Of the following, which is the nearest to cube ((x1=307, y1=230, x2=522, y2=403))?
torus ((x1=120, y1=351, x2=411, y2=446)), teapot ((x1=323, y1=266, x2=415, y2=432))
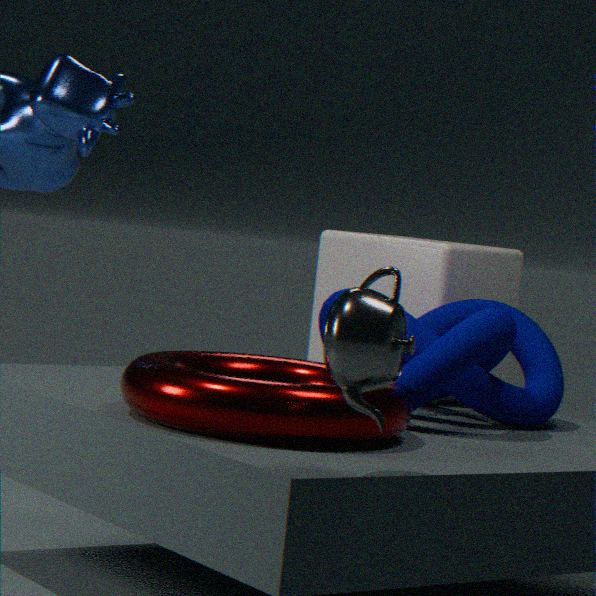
torus ((x1=120, y1=351, x2=411, y2=446))
